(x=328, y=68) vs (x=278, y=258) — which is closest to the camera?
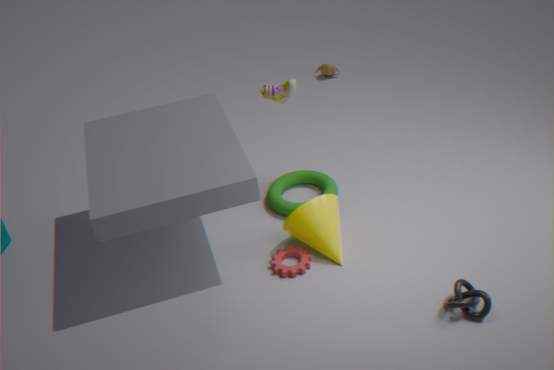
(x=278, y=258)
